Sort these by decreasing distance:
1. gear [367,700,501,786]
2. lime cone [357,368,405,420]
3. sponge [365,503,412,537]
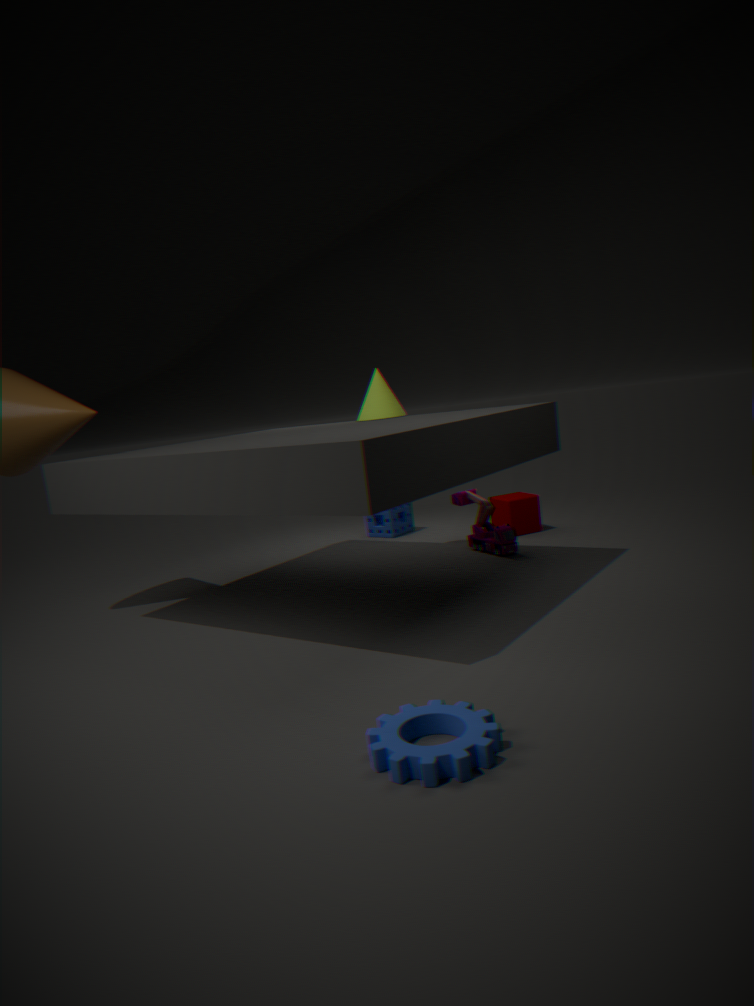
sponge [365,503,412,537]
lime cone [357,368,405,420]
gear [367,700,501,786]
